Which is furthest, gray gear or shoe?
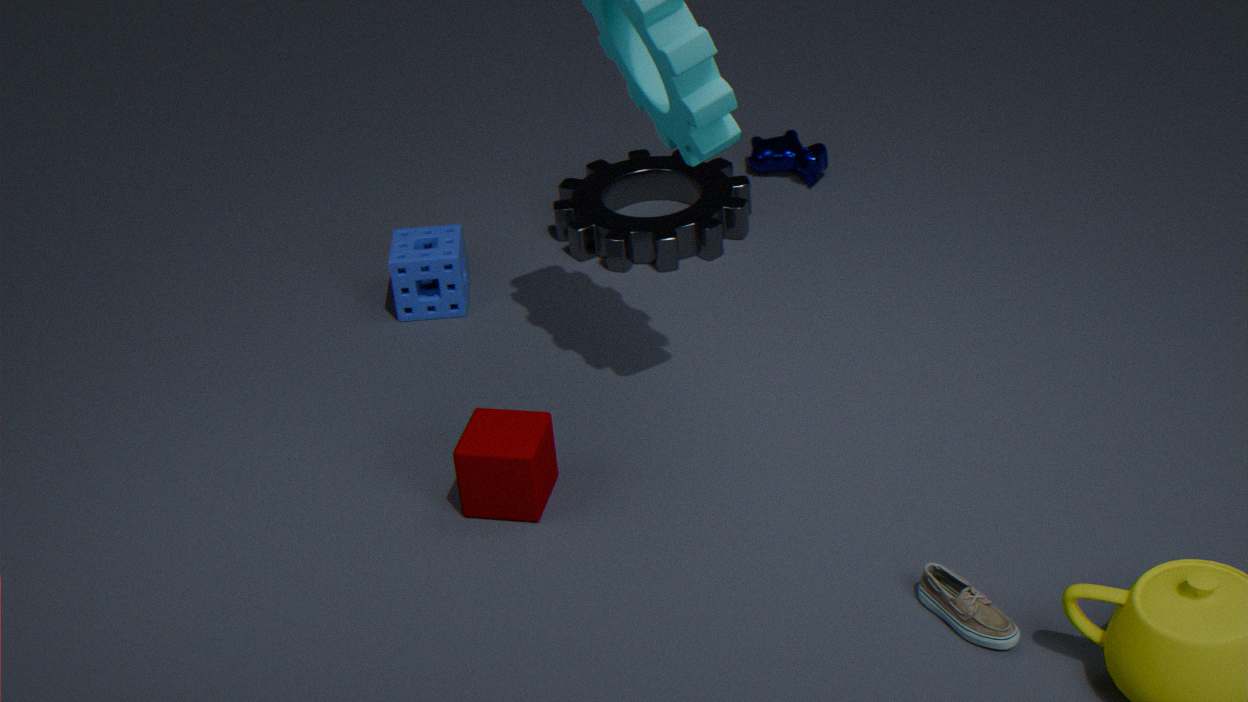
gray gear
